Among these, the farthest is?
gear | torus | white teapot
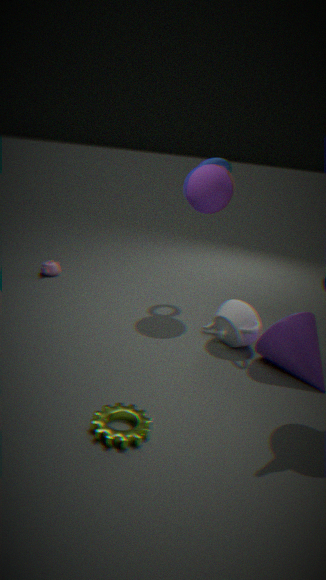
torus
